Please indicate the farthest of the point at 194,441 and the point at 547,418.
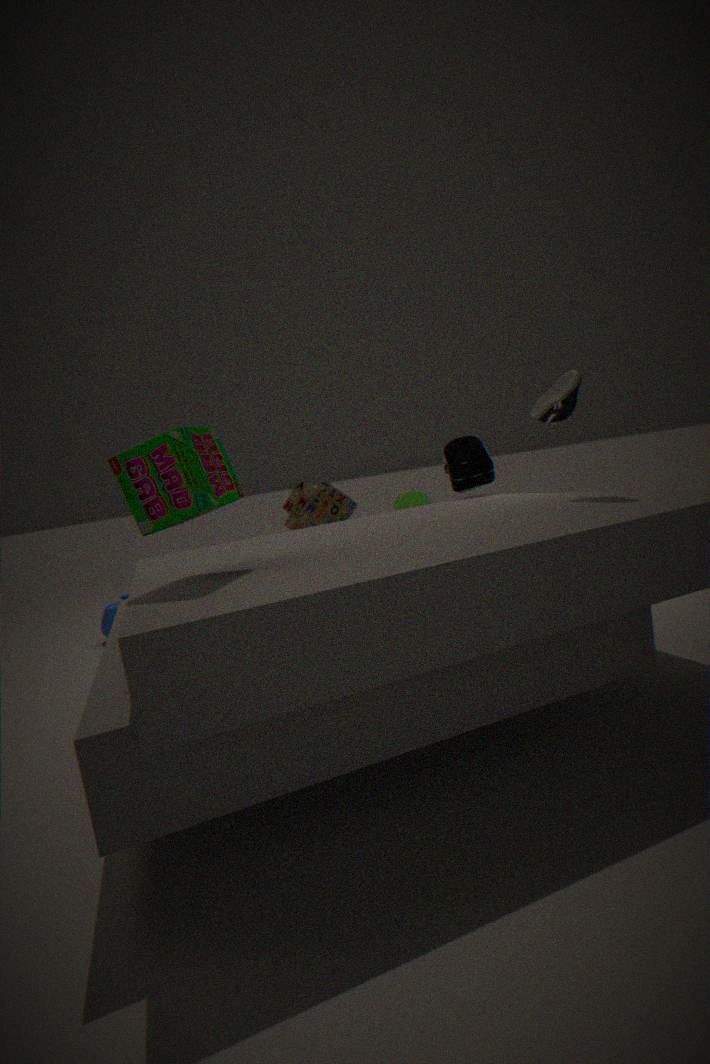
the point at 547,418
